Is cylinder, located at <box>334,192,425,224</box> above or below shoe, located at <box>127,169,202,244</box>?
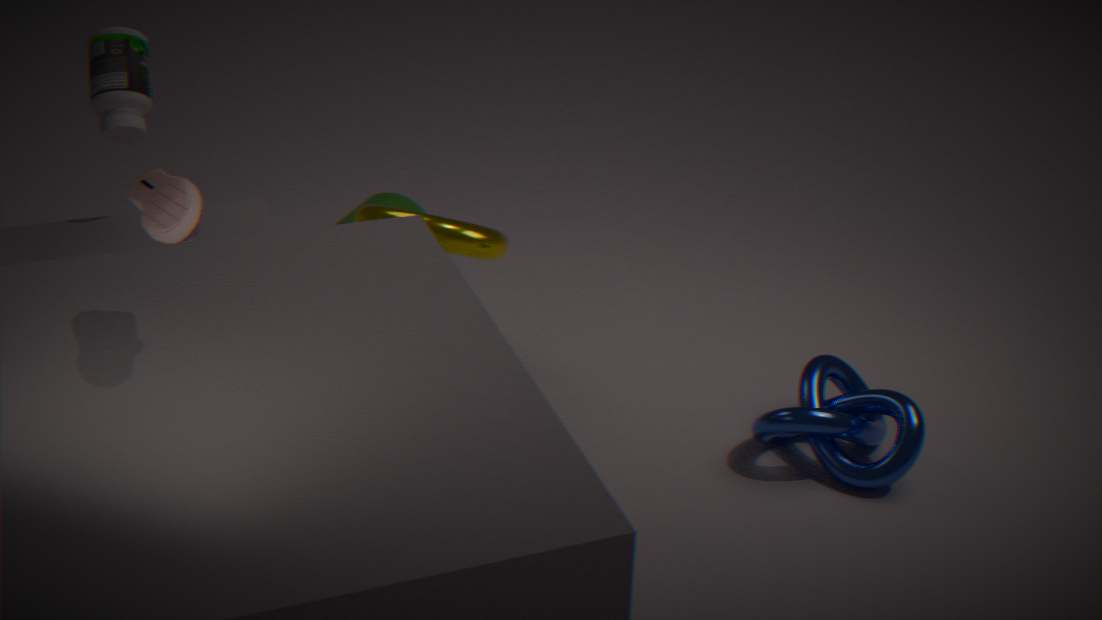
below
